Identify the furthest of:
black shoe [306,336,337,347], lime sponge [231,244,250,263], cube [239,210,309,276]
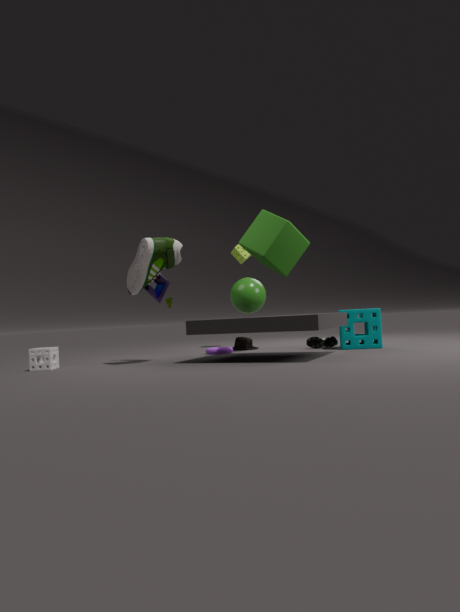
lime sponge [231,244,250,263]
